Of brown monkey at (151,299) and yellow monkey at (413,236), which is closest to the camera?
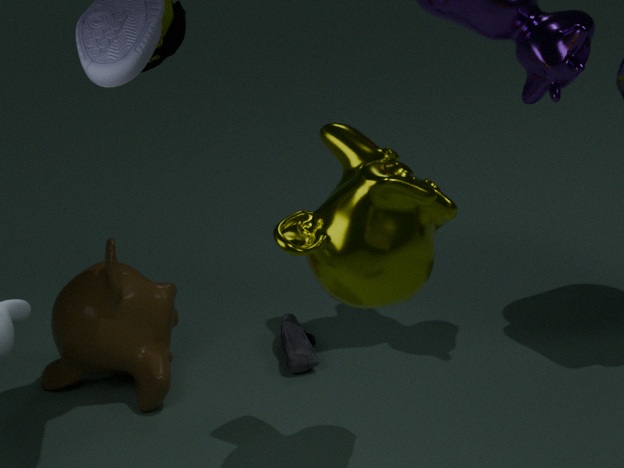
yellow monkey at (413,236)
